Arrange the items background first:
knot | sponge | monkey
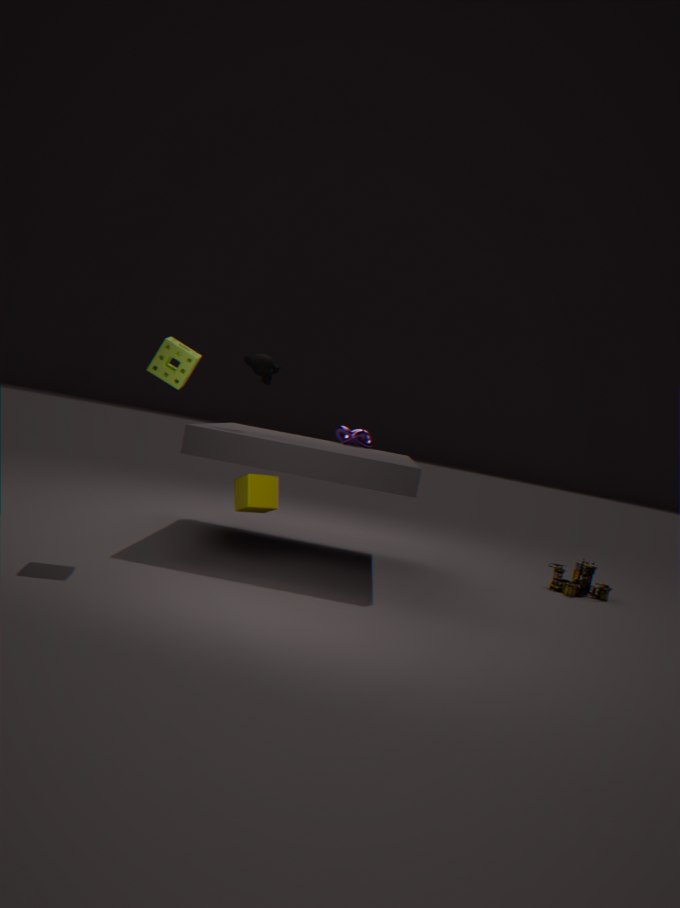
knot, monkey, sponge
